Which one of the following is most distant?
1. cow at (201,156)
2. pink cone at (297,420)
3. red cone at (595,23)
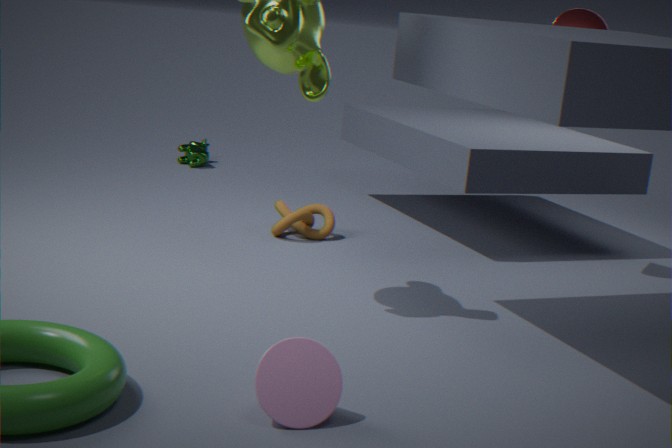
cow at (201,156)
